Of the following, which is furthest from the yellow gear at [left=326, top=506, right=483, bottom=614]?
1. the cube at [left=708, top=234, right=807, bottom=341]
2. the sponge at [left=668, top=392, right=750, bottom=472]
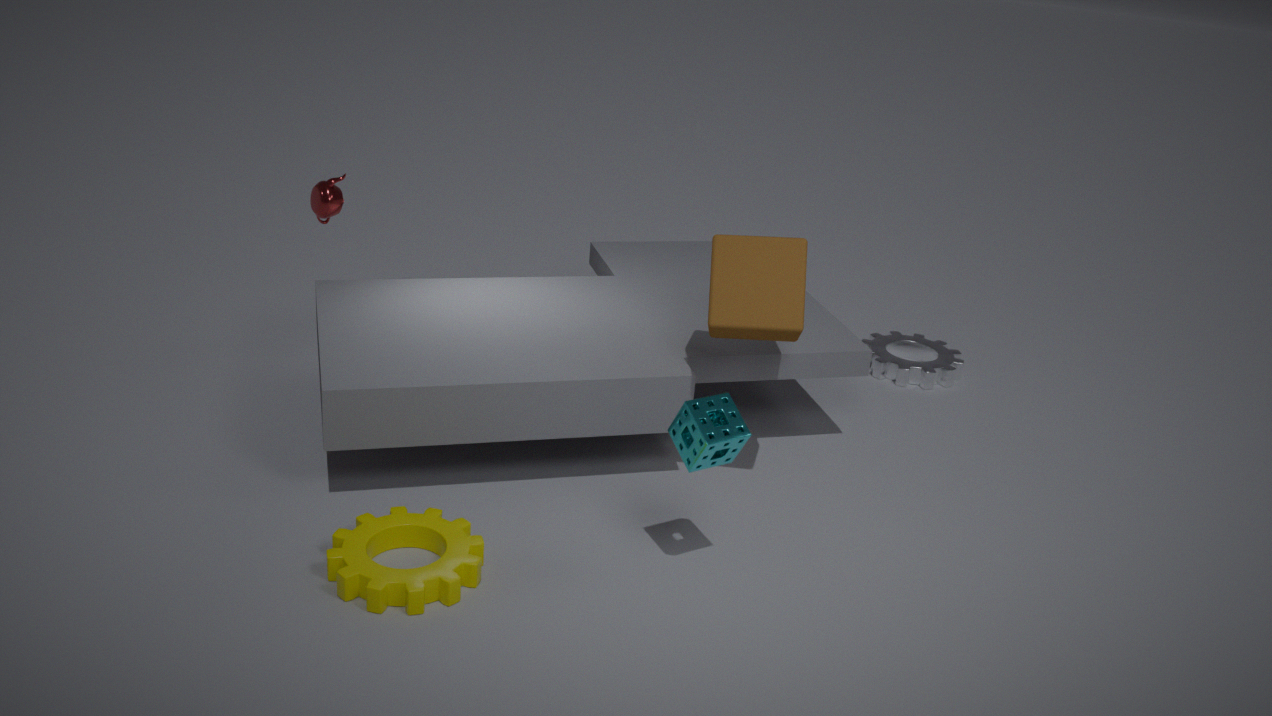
the cube at [left=708, top=234, right=807, bottom=341]
